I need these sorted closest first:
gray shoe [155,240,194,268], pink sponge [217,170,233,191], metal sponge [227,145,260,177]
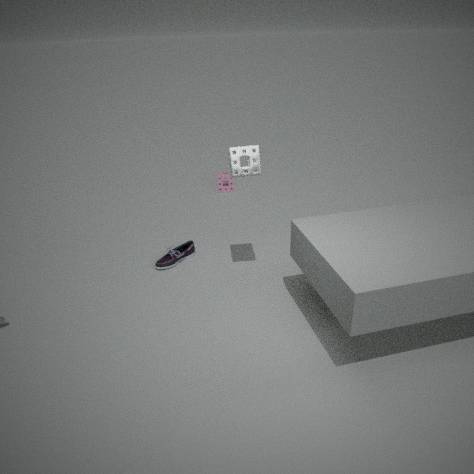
1. metal sponge [227,145,260,177]
2. gray shoe [155,240,194,268]
3. pink sponge [217,170,233,191]
